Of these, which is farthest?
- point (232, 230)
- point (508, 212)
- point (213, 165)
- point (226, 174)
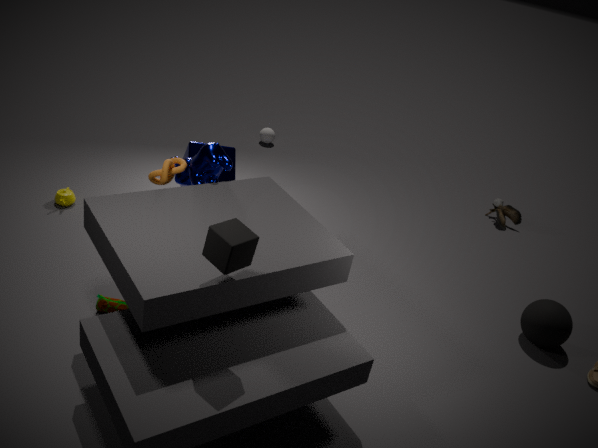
point (508, 212)
